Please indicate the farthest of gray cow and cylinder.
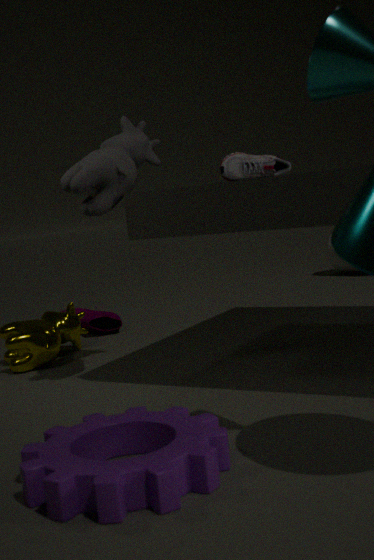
cylinder
